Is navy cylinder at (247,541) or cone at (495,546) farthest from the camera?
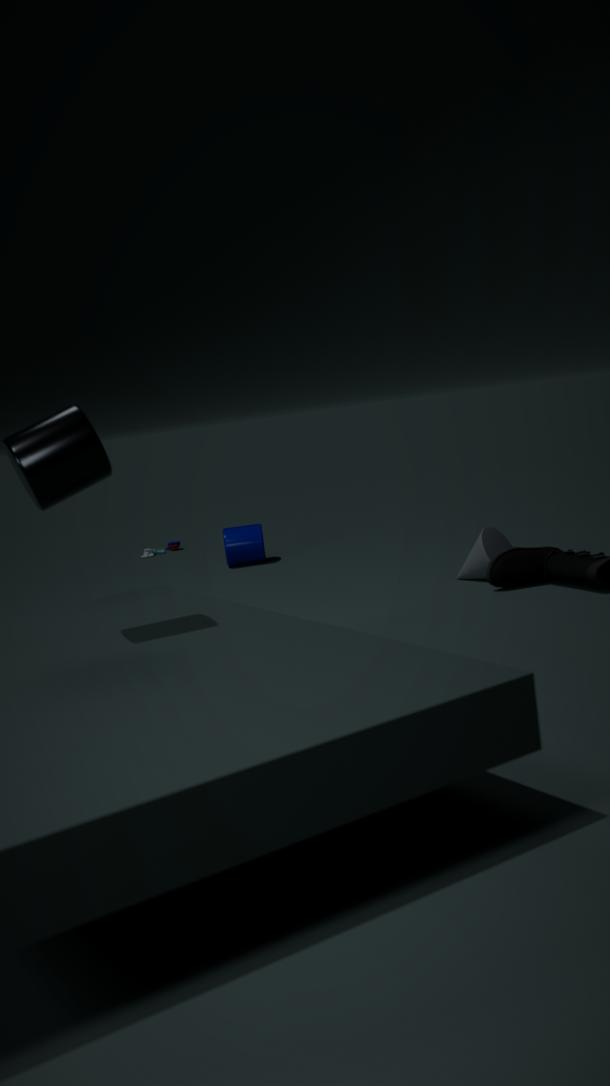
navy cylinder at (247,541)
